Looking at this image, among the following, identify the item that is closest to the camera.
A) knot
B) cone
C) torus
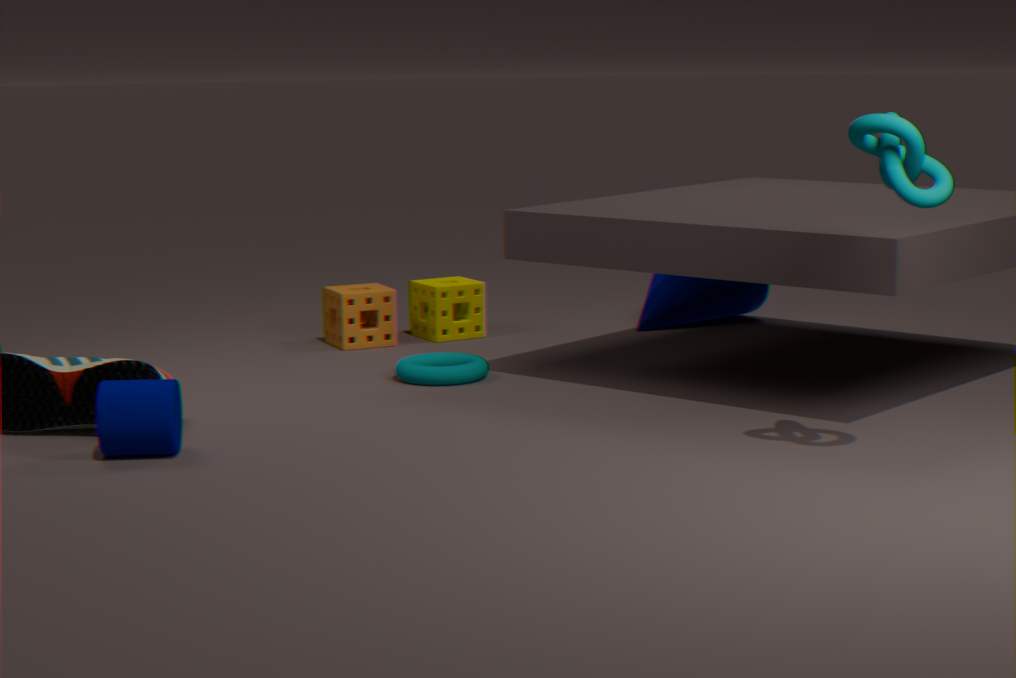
knot
